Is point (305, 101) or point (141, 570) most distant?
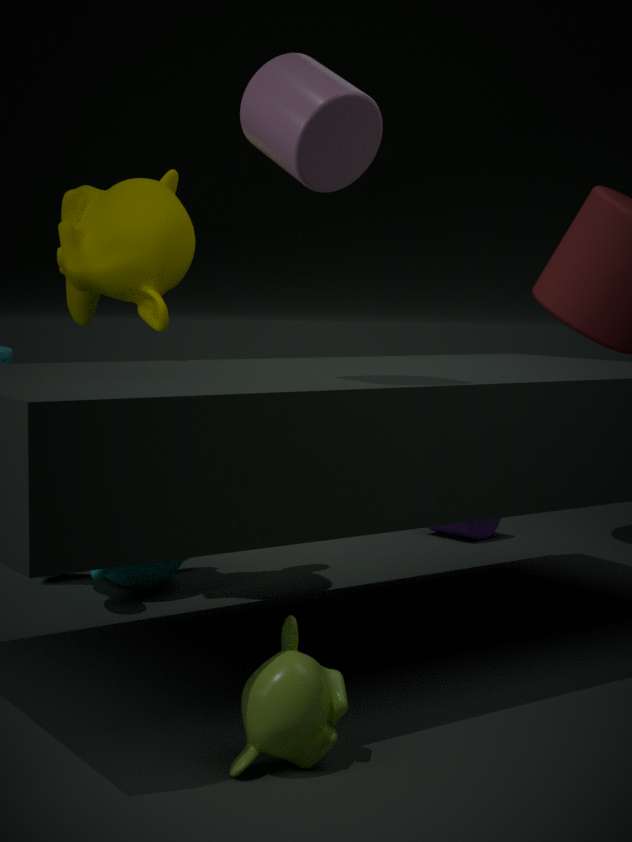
point (141, 570)
